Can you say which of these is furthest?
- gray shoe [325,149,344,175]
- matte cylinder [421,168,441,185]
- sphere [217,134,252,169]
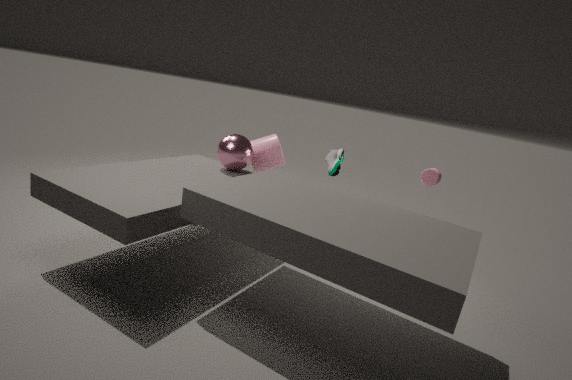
matte cylinder [421,168,441,185]
